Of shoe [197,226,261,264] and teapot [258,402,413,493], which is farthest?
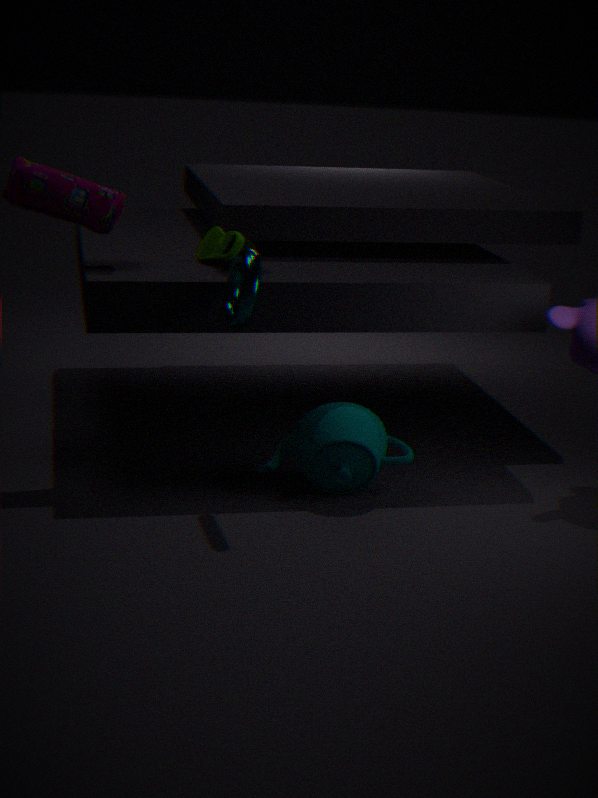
shoe [197,226,261,264]
